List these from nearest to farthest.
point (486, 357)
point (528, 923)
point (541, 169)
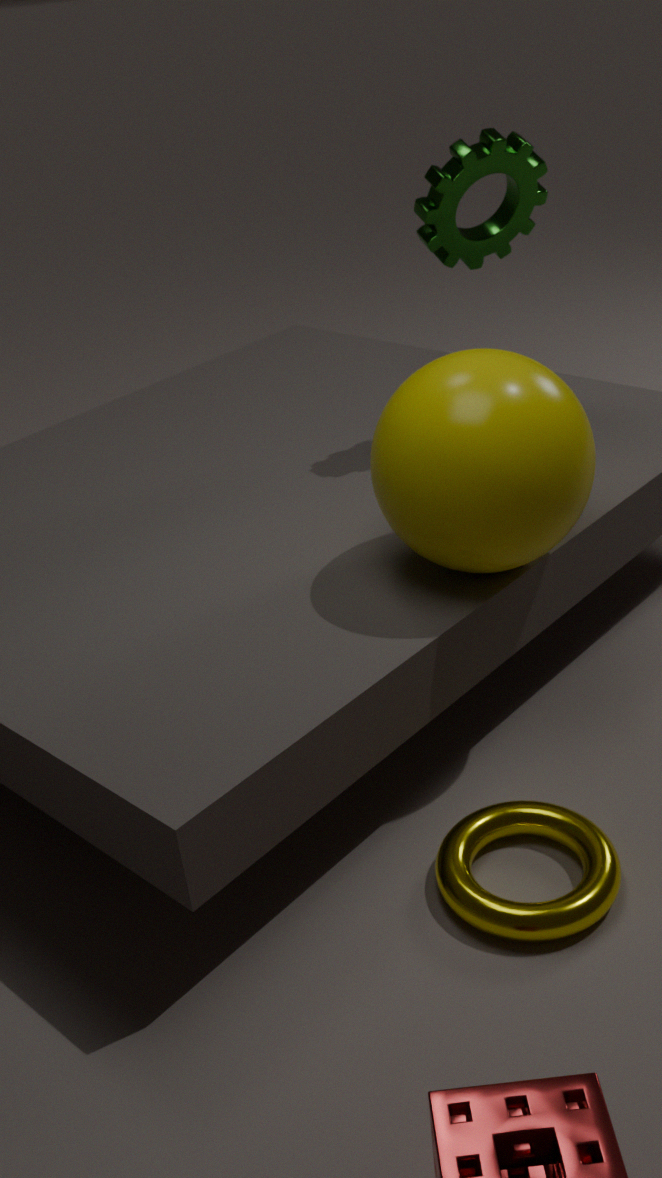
point (528, 923), point (486, 357), point (541, 169)
